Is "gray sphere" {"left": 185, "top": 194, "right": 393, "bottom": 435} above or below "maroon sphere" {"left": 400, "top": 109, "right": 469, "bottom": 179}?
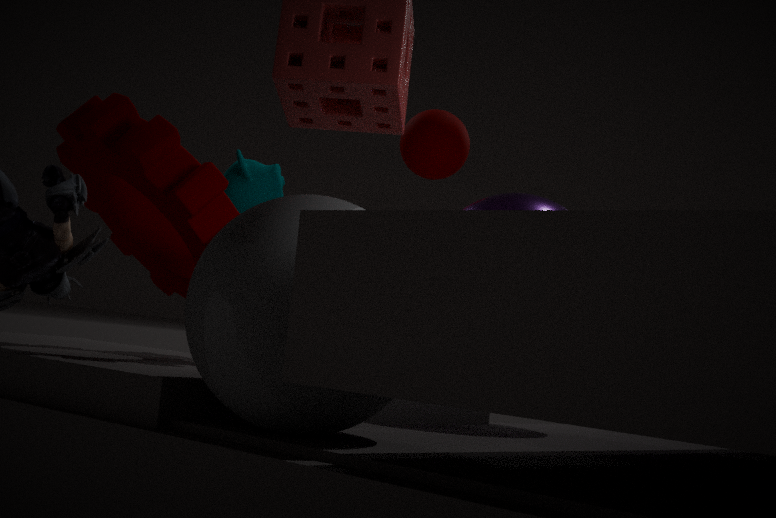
below
